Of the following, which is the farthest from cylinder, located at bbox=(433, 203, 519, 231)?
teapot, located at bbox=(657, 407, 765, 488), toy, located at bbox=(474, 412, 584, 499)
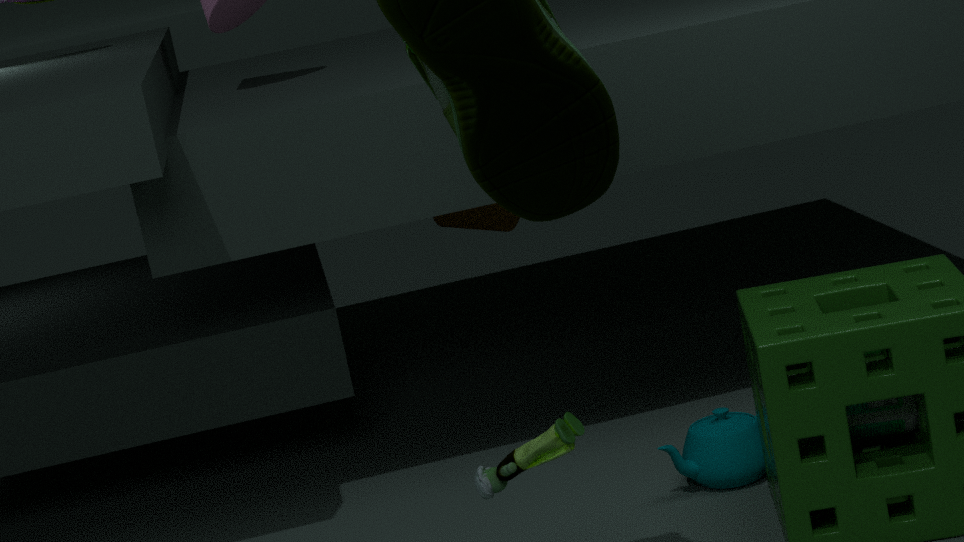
toy, located at bbox=(474, 412, 584, 499)
